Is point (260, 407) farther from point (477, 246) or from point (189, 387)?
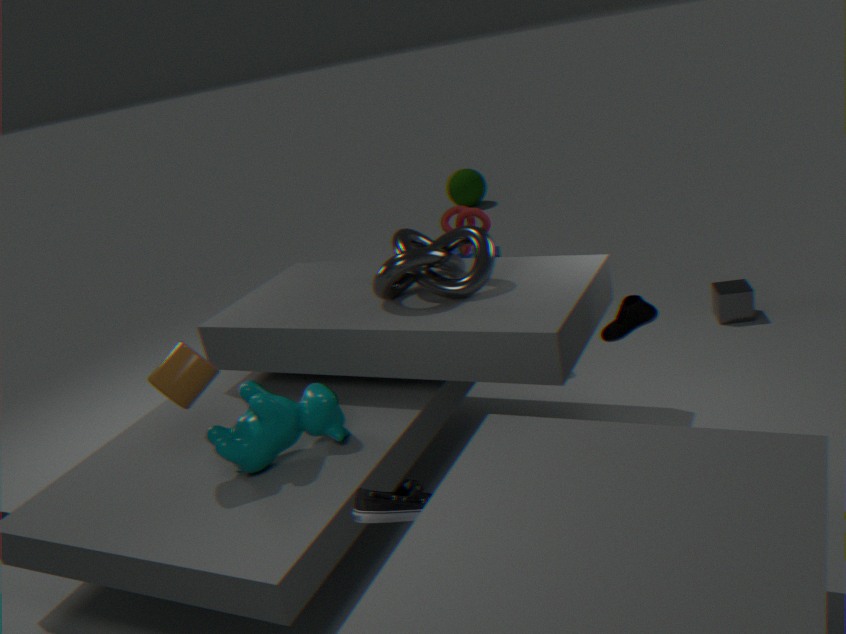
point (477, 246)
